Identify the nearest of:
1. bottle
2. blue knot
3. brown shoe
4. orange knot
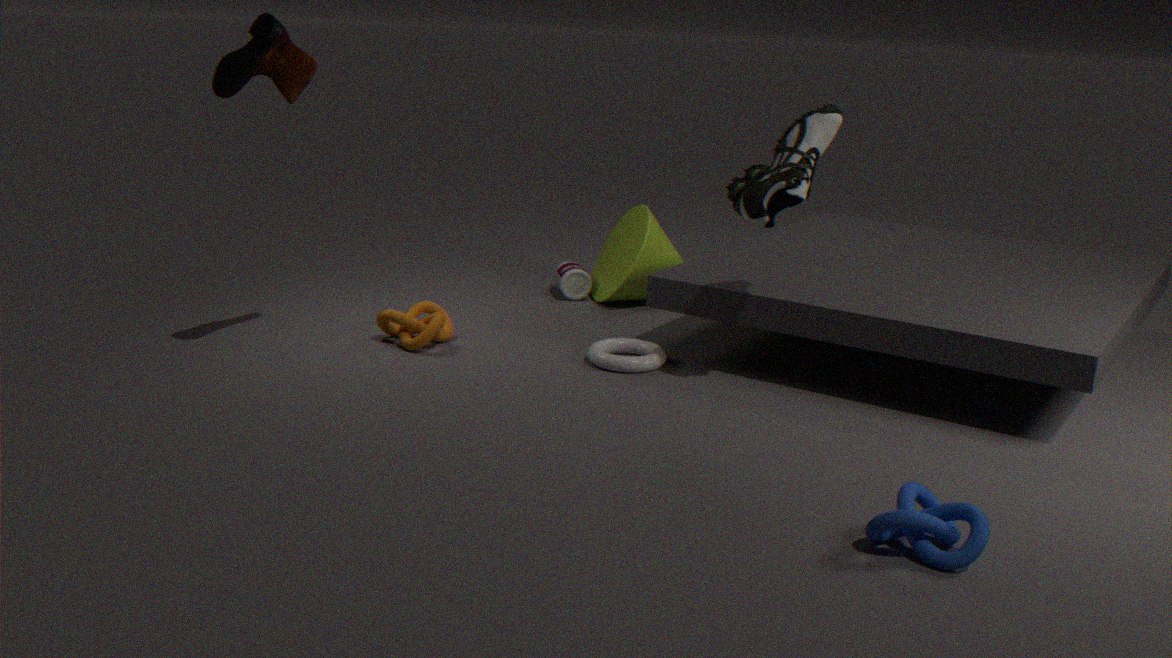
blue knot
